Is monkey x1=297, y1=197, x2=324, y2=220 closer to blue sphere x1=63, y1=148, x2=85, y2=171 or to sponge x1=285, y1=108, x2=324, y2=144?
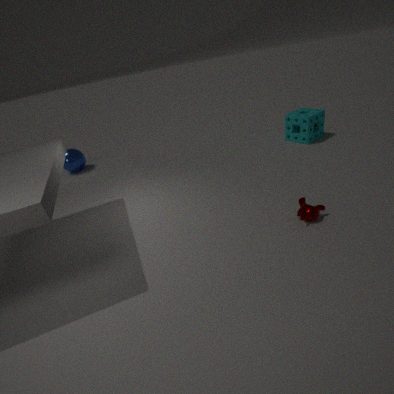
sponge x1=285, y1=108, x2=324, y2=144
